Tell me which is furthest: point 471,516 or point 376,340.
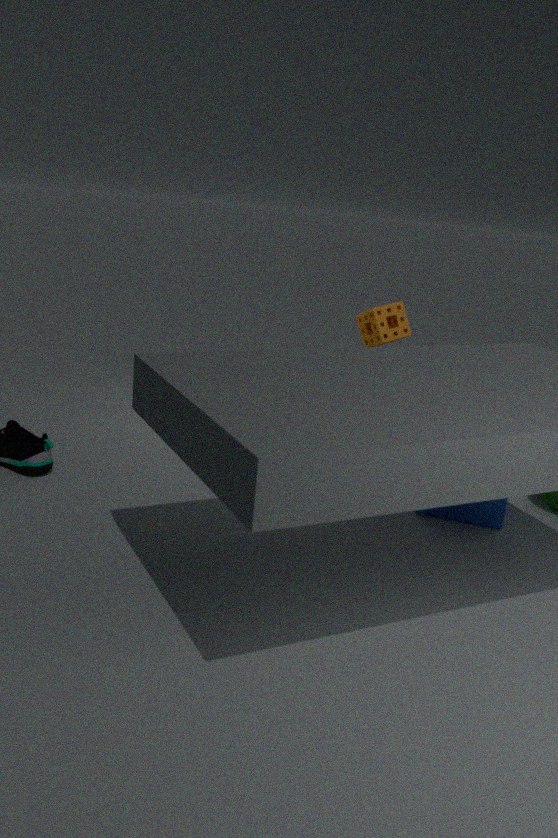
point 376,340
